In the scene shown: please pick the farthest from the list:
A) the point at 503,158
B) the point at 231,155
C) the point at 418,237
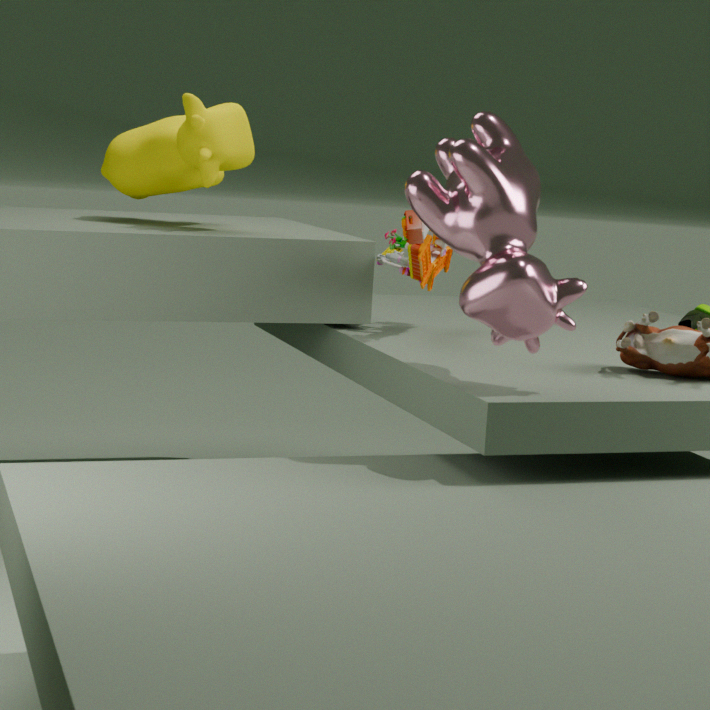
the point at 231,155
